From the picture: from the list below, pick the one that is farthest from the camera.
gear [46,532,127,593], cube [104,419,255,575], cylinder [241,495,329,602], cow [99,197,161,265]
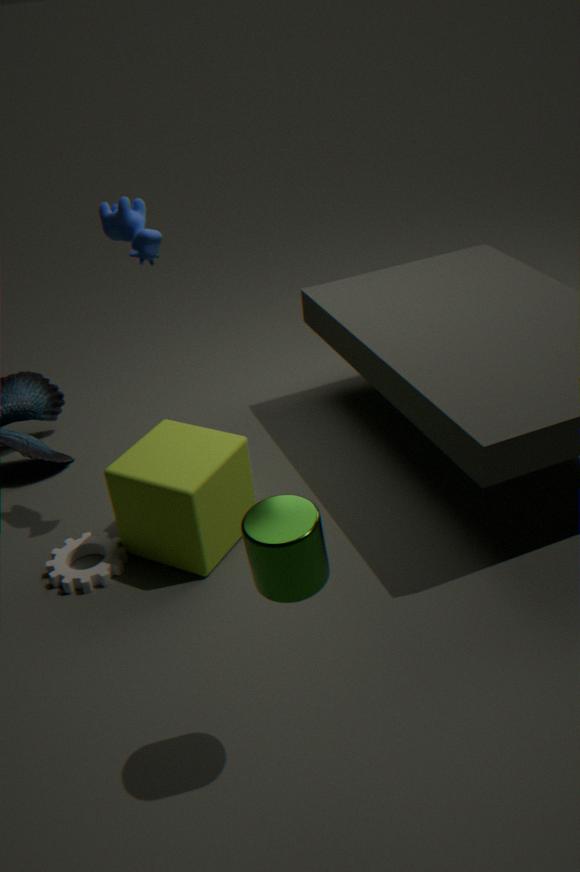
gear [46,532,127,593]
